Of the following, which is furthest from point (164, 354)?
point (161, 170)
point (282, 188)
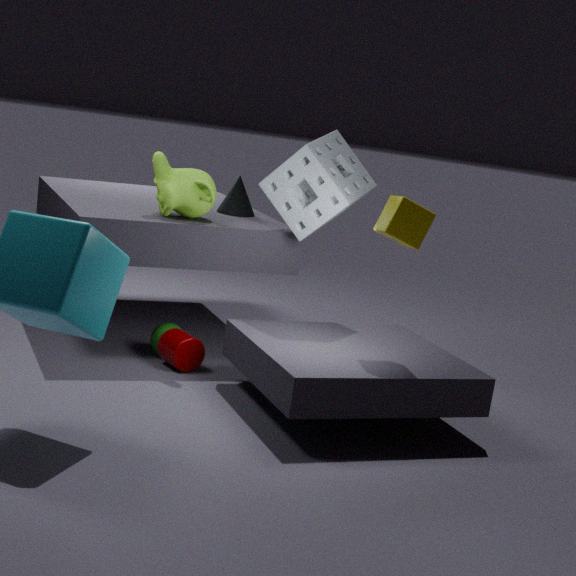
point (282, 188)
